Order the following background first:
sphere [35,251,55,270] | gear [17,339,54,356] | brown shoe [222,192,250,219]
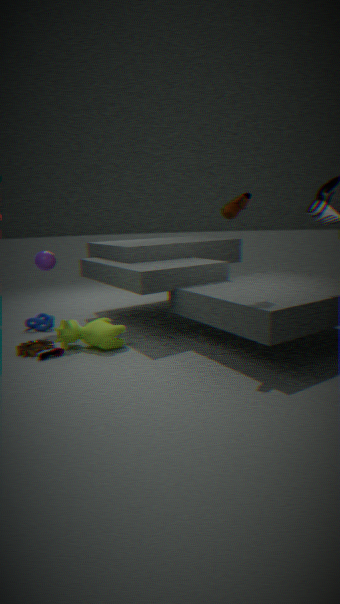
sphere [35,251,55,270] → gear [17,339,54,356] → brown shoe [222,192,250,219]
